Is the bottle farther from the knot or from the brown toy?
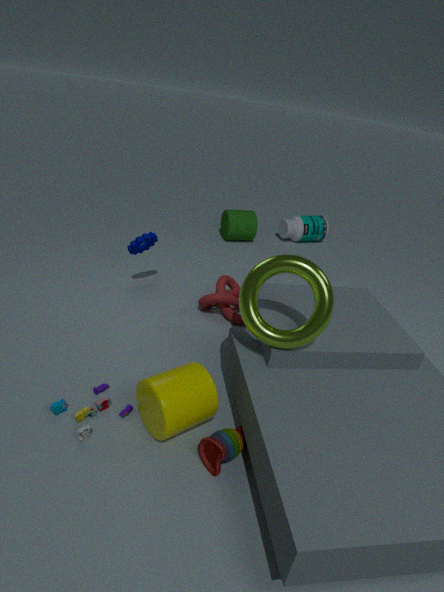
the brown toy
